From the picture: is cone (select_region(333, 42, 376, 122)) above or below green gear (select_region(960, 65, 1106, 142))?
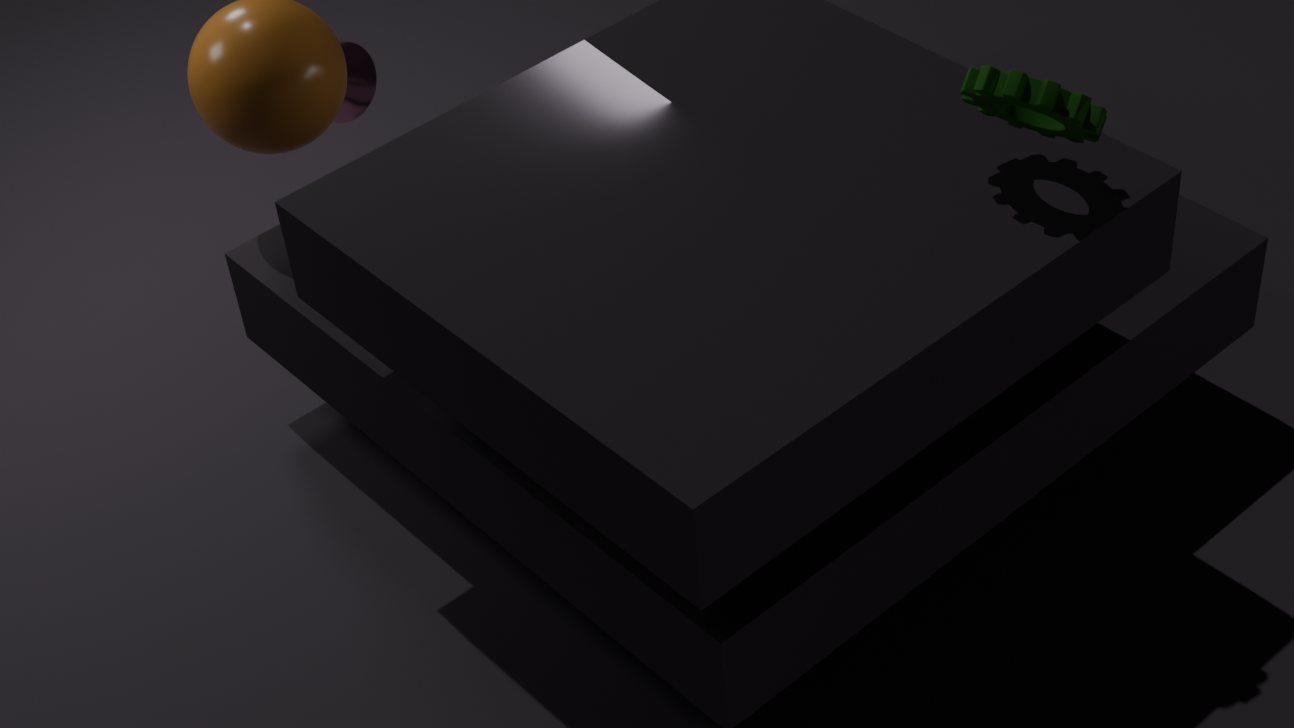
below
